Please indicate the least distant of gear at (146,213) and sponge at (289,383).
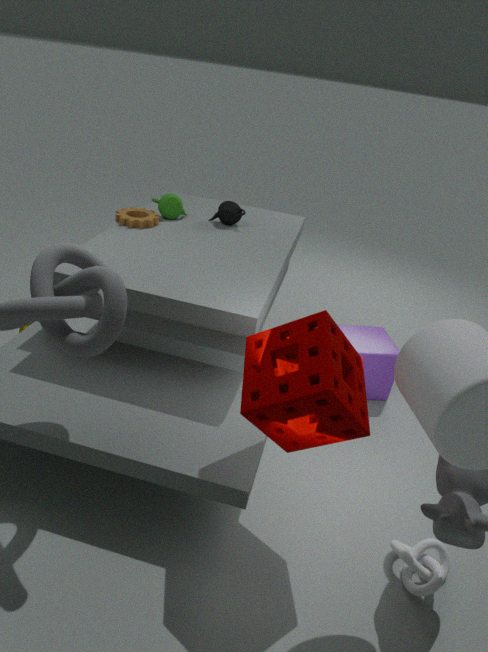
sponge at (289,383)
